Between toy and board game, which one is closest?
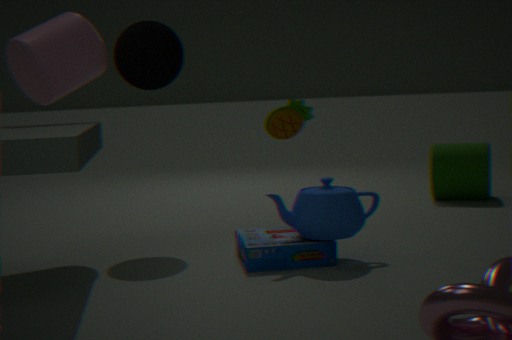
board game
